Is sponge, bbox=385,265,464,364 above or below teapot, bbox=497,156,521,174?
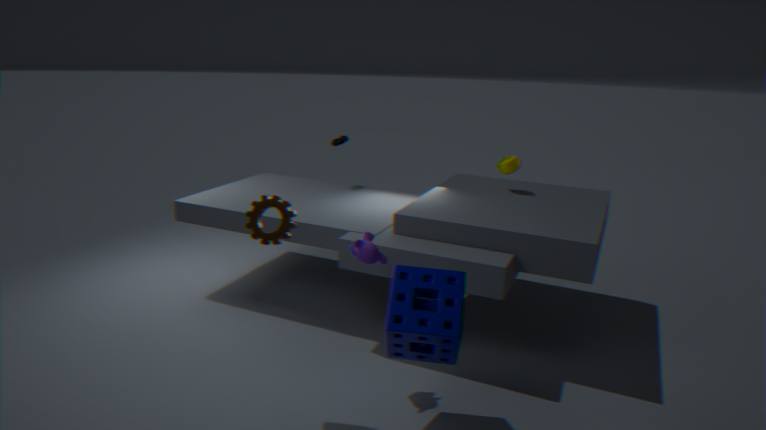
below
